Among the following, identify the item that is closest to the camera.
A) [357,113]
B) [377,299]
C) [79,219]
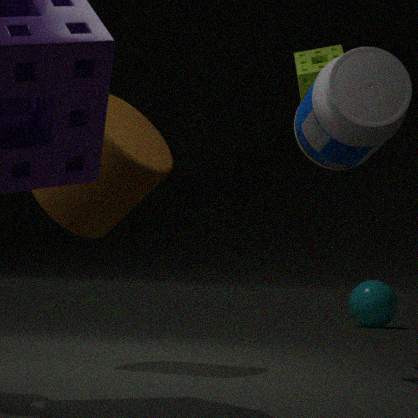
[357,113]
